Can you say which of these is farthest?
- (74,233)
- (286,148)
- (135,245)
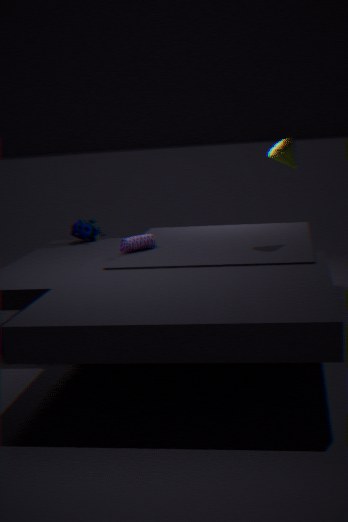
(74,233)
